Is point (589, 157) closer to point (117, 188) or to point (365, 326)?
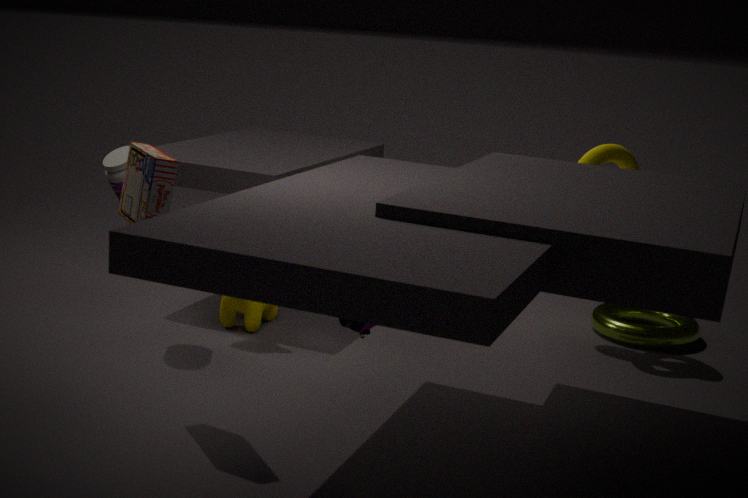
point (365, 326)
